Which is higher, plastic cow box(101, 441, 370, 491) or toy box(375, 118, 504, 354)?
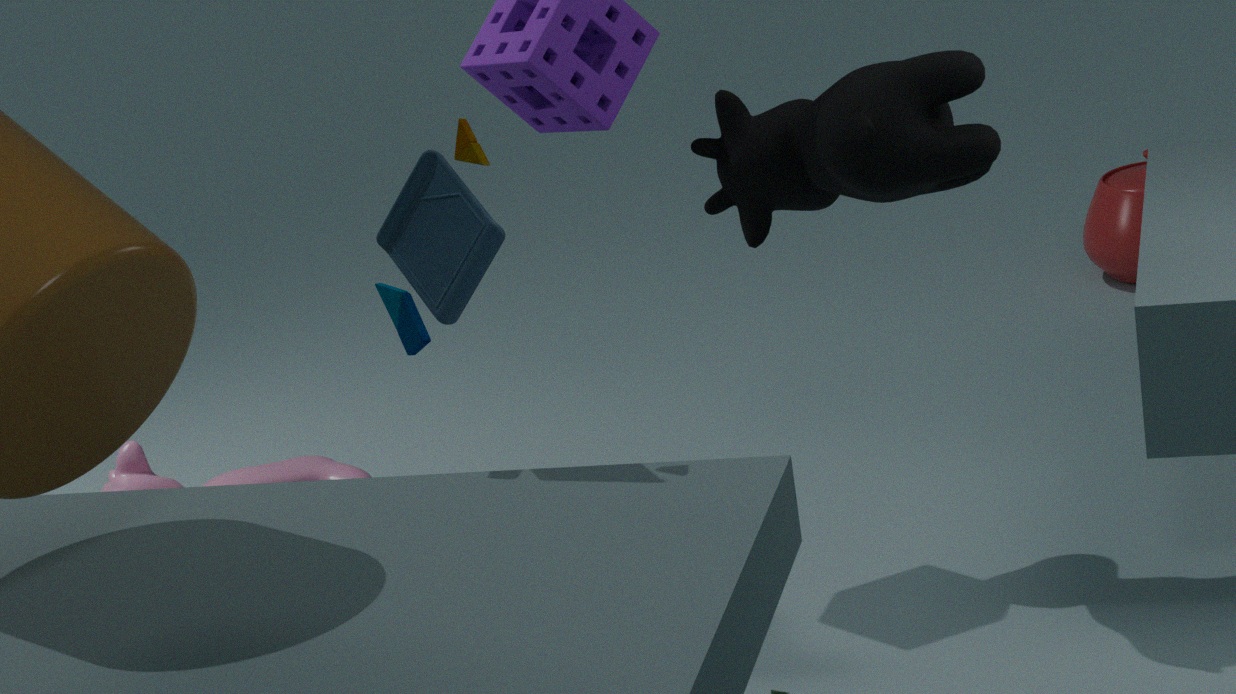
toy box(375, 118, 504, 354)
